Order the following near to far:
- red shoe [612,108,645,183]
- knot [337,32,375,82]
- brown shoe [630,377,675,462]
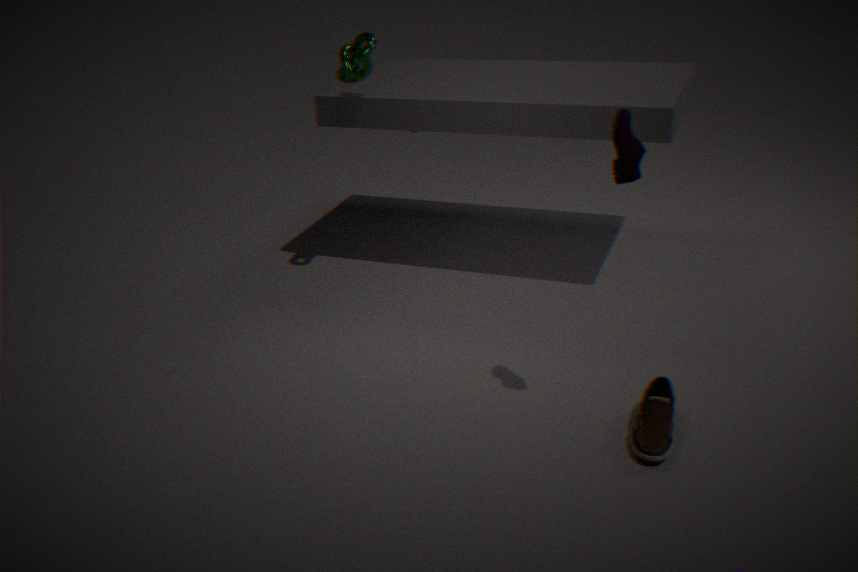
red shoe [612,108,645,183] → brown shoe [630,377,675,462] → knot [337,32,375,82]
